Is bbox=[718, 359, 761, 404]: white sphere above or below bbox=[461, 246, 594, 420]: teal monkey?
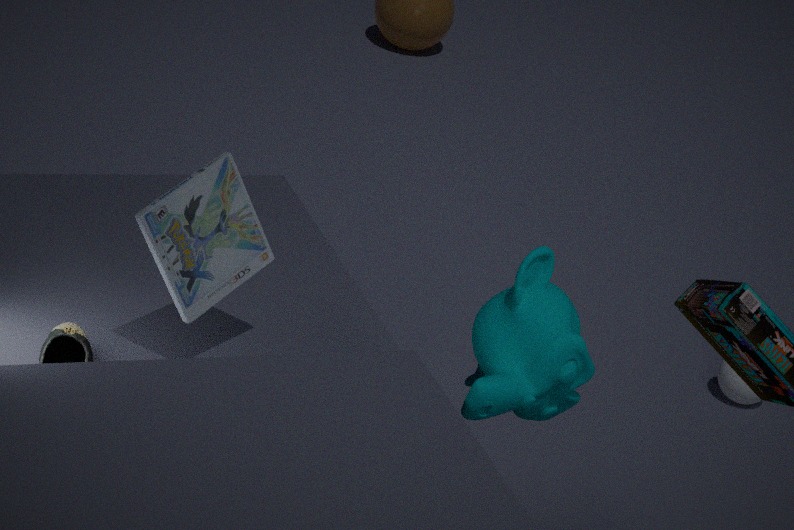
below
